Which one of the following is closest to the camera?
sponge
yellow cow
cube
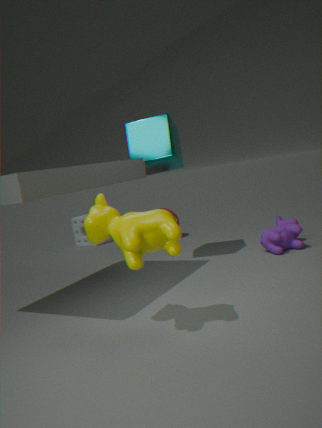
yellow cow
